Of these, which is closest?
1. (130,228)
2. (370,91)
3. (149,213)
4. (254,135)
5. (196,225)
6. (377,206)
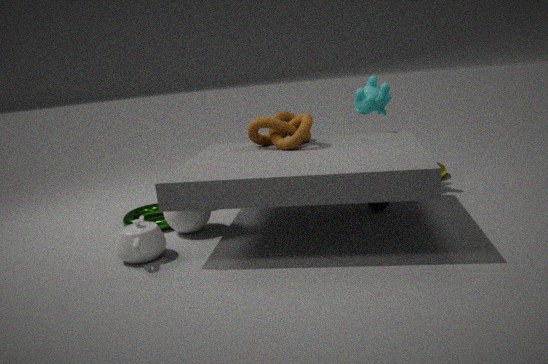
(130,228)
